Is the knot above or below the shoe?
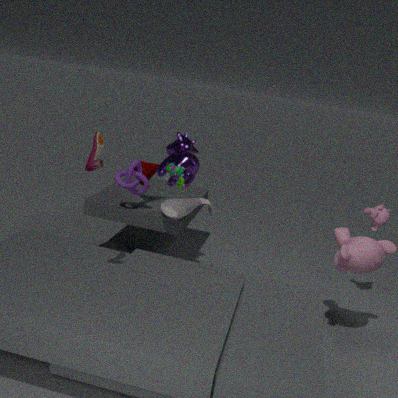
below
